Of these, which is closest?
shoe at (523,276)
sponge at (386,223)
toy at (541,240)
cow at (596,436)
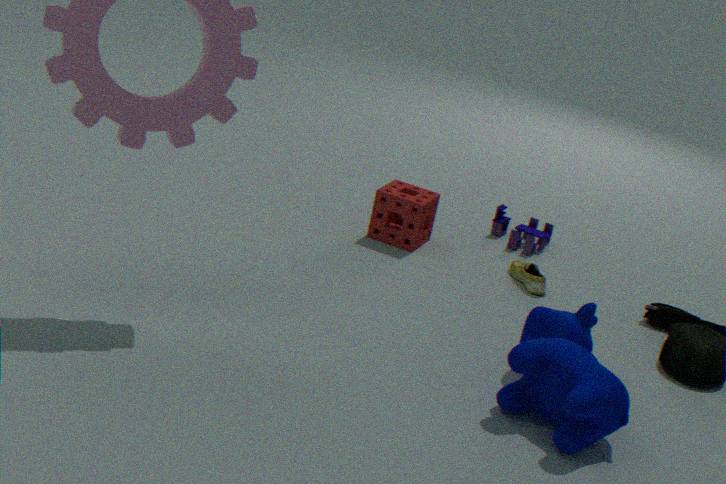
cow at (596,436)
